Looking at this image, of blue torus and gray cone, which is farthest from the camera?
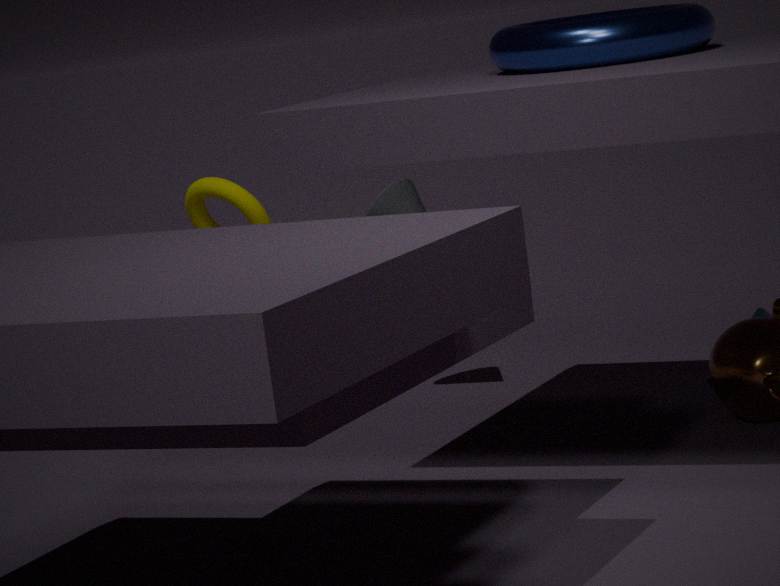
gray cone
